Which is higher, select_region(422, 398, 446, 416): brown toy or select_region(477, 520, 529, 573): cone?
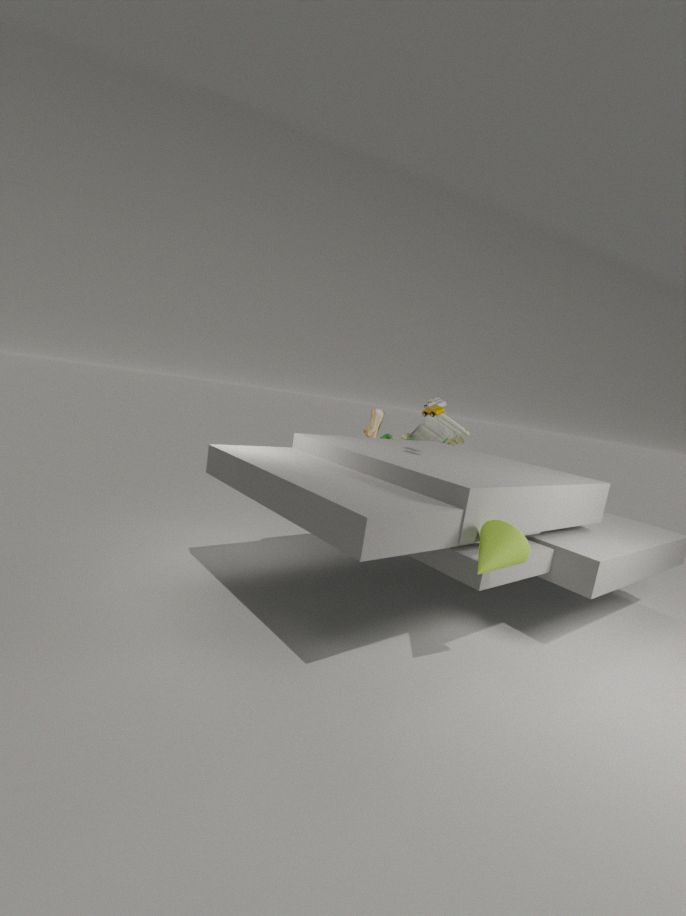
select_region(422, 398, 446, 416): brown toy
